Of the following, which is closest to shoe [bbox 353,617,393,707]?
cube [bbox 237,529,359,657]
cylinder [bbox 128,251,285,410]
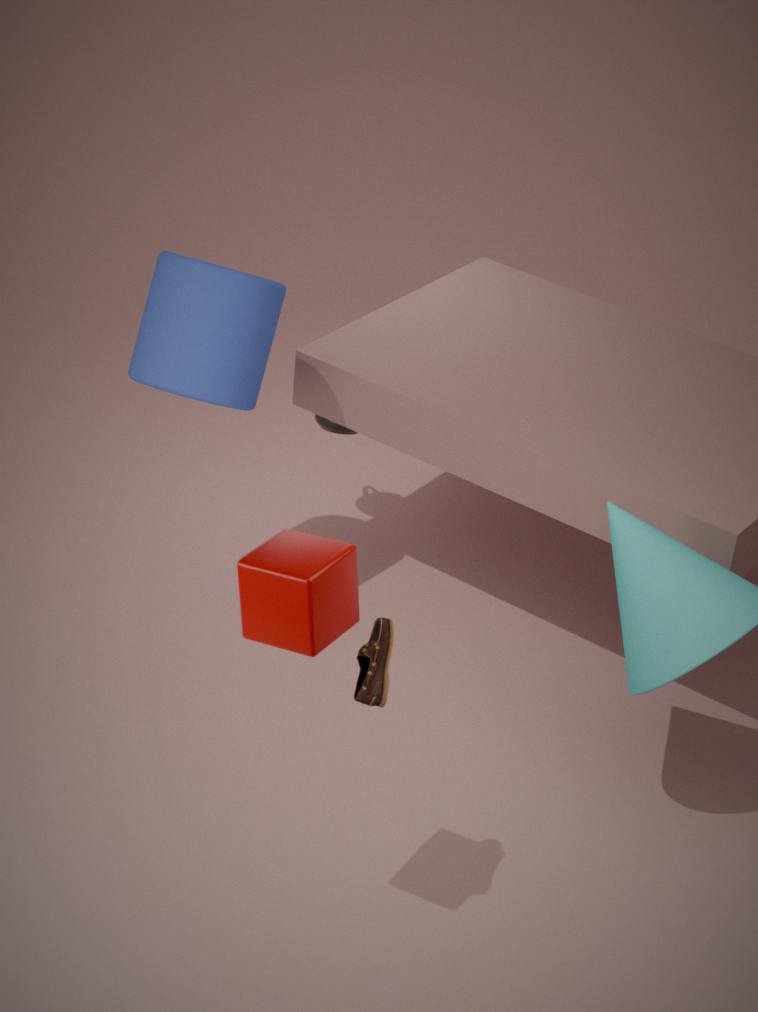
cube [bbox 237,529,359,657]
